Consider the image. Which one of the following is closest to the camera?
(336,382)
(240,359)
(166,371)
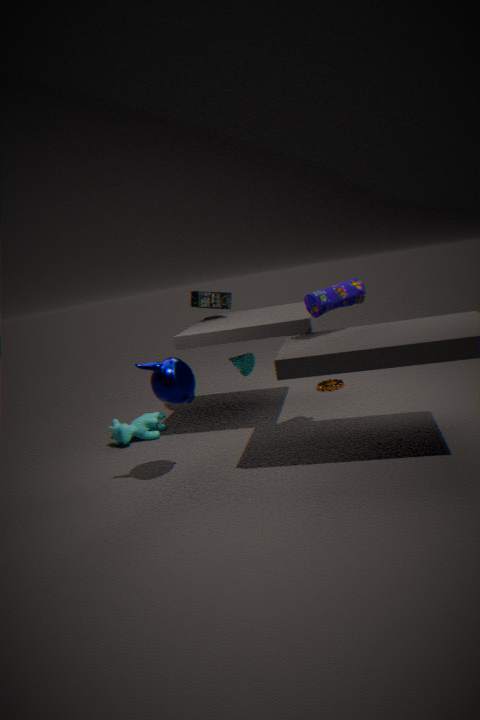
(166,371)
